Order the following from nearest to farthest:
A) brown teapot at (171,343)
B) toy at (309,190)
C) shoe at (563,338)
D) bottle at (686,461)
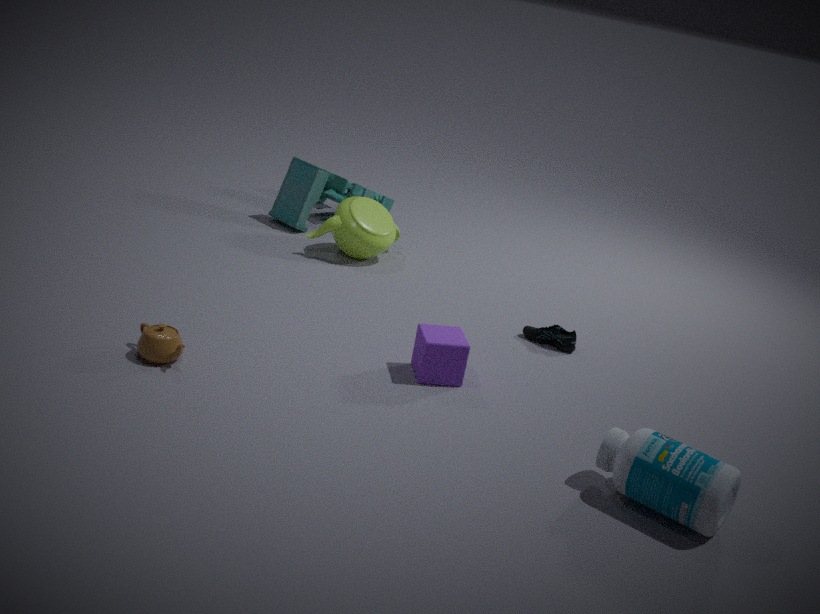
bottle at (686,461) → brown teapot at (171,343) → shoe at (563,338) → toy at (309,190)
